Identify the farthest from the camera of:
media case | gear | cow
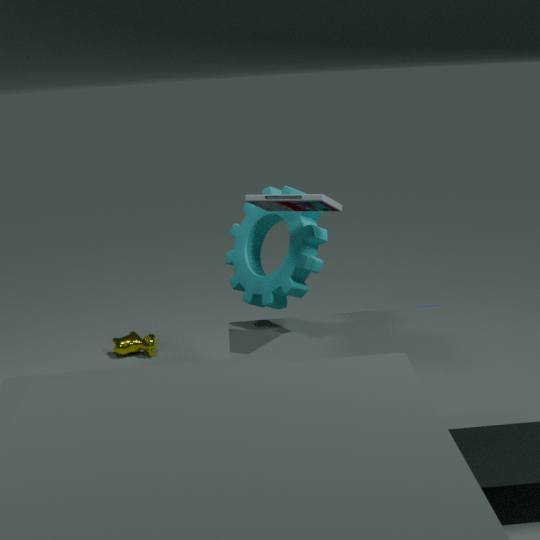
cow
